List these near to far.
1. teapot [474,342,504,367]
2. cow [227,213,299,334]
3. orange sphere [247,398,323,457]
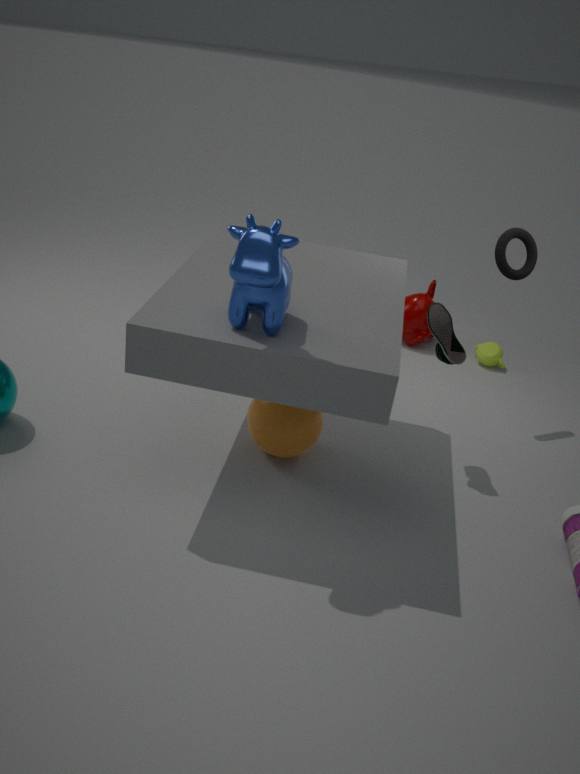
cow [227,213,299,334]
orange sphere [247,398,323,457]
teapot [474,342,504,367]
